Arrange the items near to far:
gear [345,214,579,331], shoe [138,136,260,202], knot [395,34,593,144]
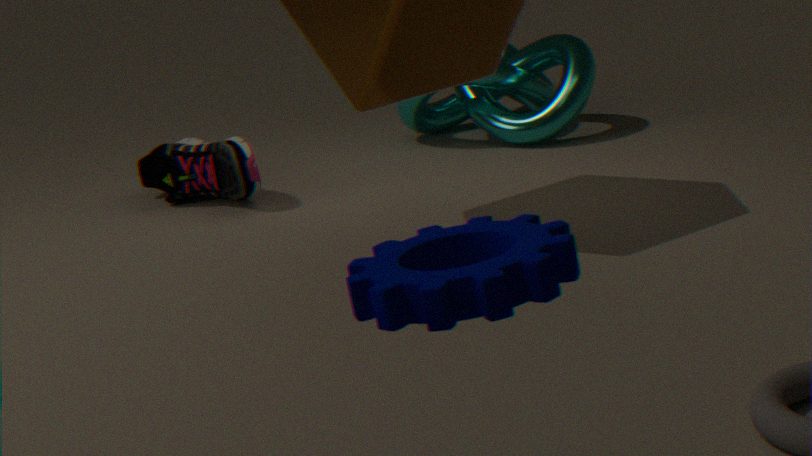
1. gear [345,214,579,331]
2. shoe [138,136,260,202]
3. knot [395,34,593,144]
